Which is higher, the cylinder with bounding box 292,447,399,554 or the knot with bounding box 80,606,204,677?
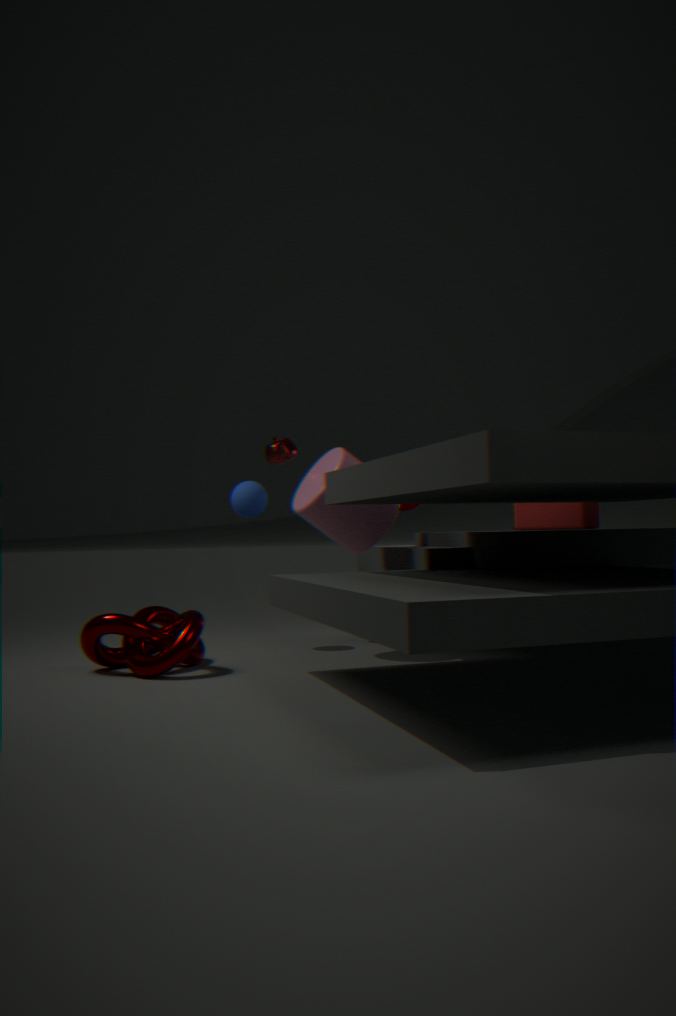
the cylinder with bounding box 292,447,399,554
